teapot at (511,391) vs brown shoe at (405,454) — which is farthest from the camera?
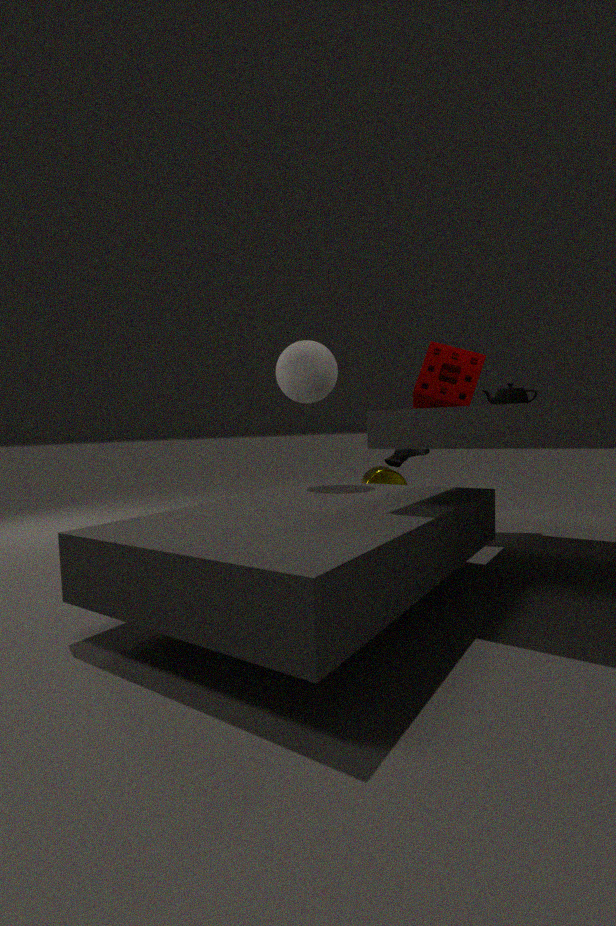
brown shoe at (405,454)
